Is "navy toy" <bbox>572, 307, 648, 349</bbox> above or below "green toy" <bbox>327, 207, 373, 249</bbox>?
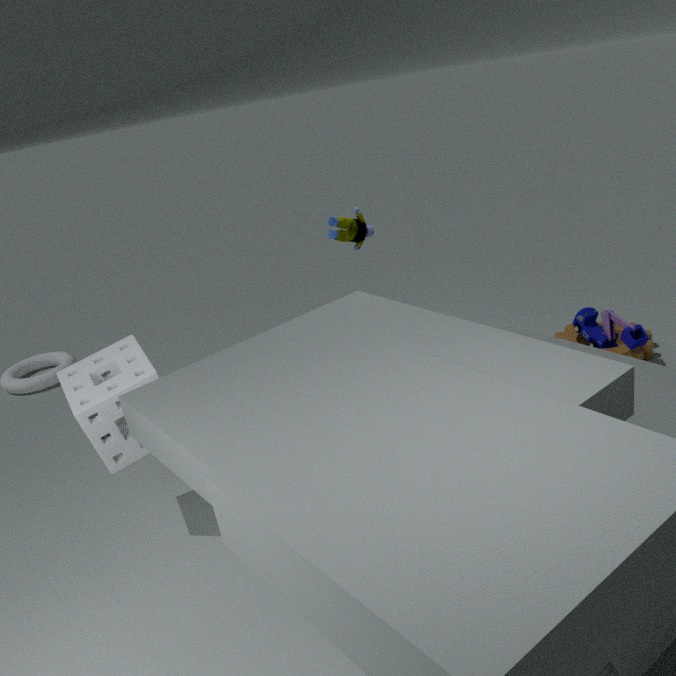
below
